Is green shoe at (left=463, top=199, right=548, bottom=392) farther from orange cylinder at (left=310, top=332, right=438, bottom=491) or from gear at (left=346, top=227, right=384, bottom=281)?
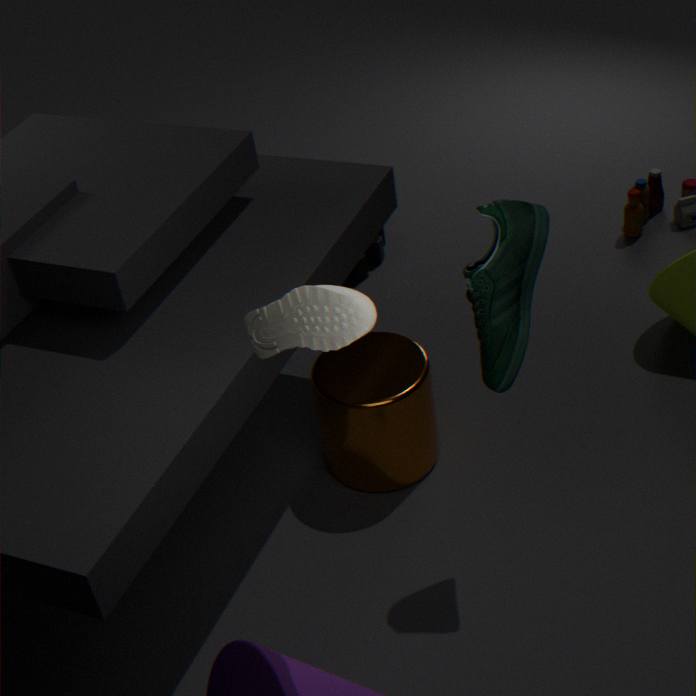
gear at (left=346, top=227, right=384, bottom=281)
